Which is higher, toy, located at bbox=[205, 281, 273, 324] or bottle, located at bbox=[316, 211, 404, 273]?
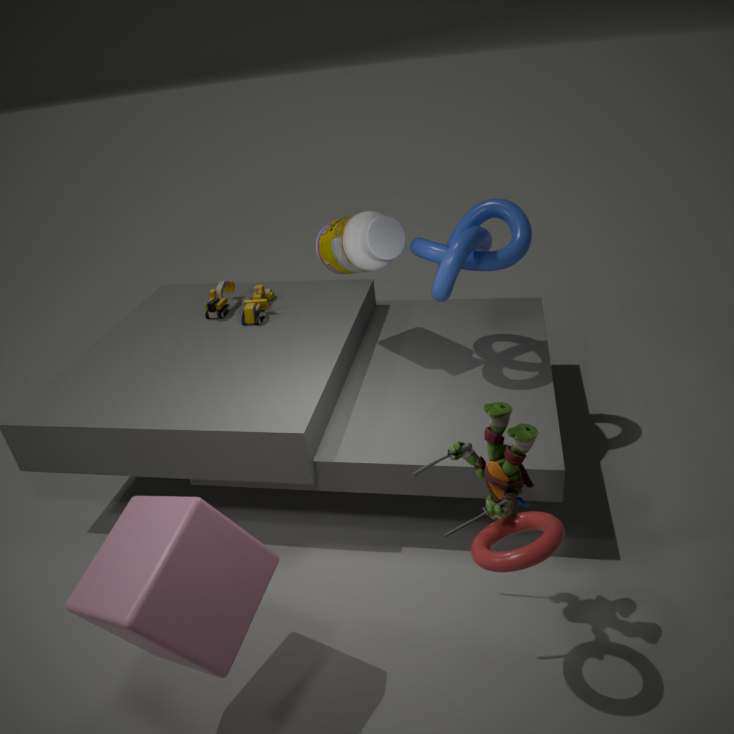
bottle, located at bbox=[316, 211, 404, 273]
